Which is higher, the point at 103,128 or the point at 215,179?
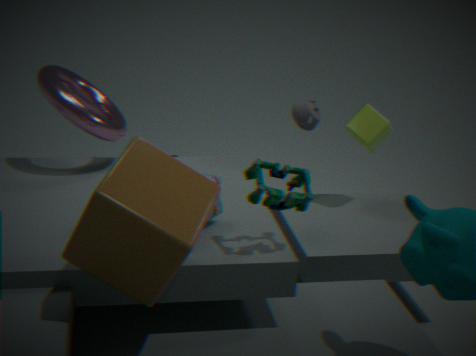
the point at 103,128
